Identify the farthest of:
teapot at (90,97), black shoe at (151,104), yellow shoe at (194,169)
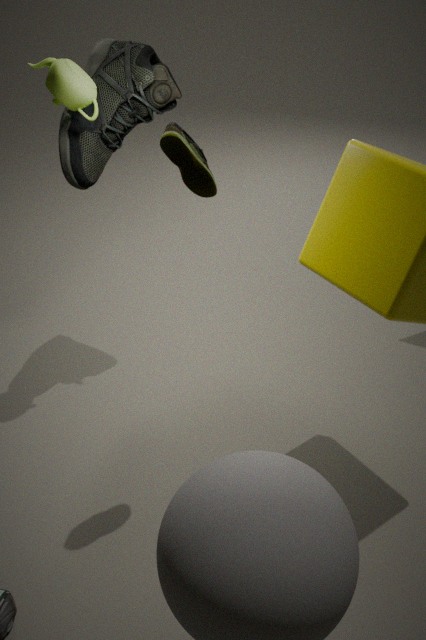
black shoe at (151,104)
